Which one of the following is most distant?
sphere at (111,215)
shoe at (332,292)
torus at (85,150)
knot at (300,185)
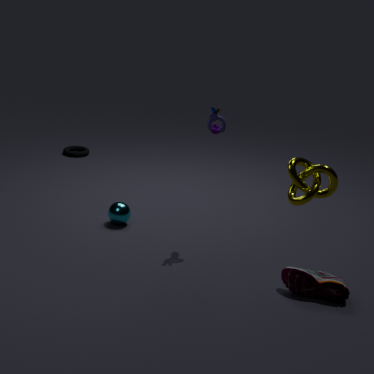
→ torus at (85,150)
